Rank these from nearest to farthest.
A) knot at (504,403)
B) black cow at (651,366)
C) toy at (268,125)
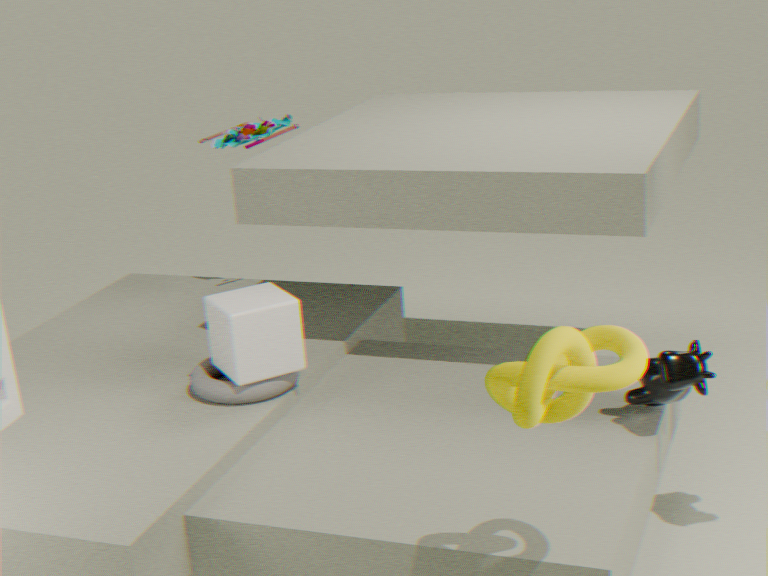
knot at (504,403) → black cow at (651,366) → toy at (268,125)
